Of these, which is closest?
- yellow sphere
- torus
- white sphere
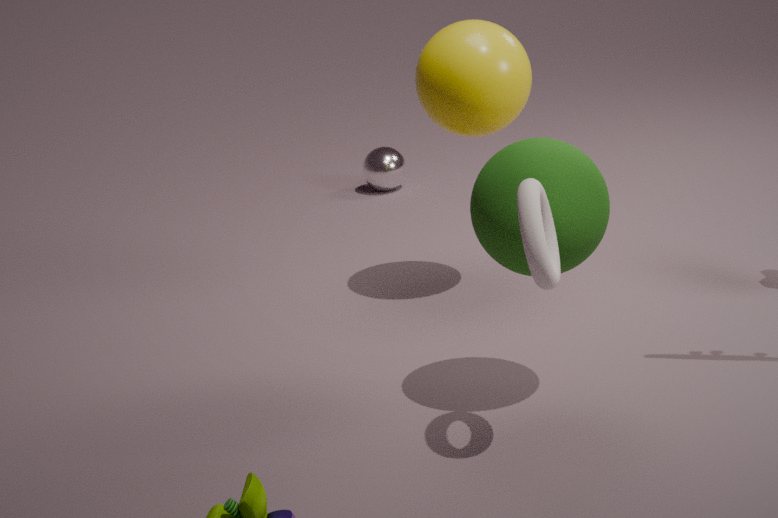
torus
